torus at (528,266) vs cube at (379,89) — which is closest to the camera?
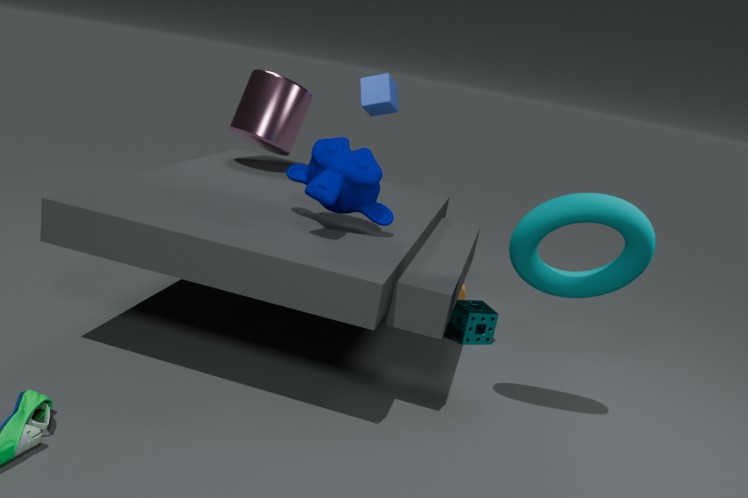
torus at (528,266)
